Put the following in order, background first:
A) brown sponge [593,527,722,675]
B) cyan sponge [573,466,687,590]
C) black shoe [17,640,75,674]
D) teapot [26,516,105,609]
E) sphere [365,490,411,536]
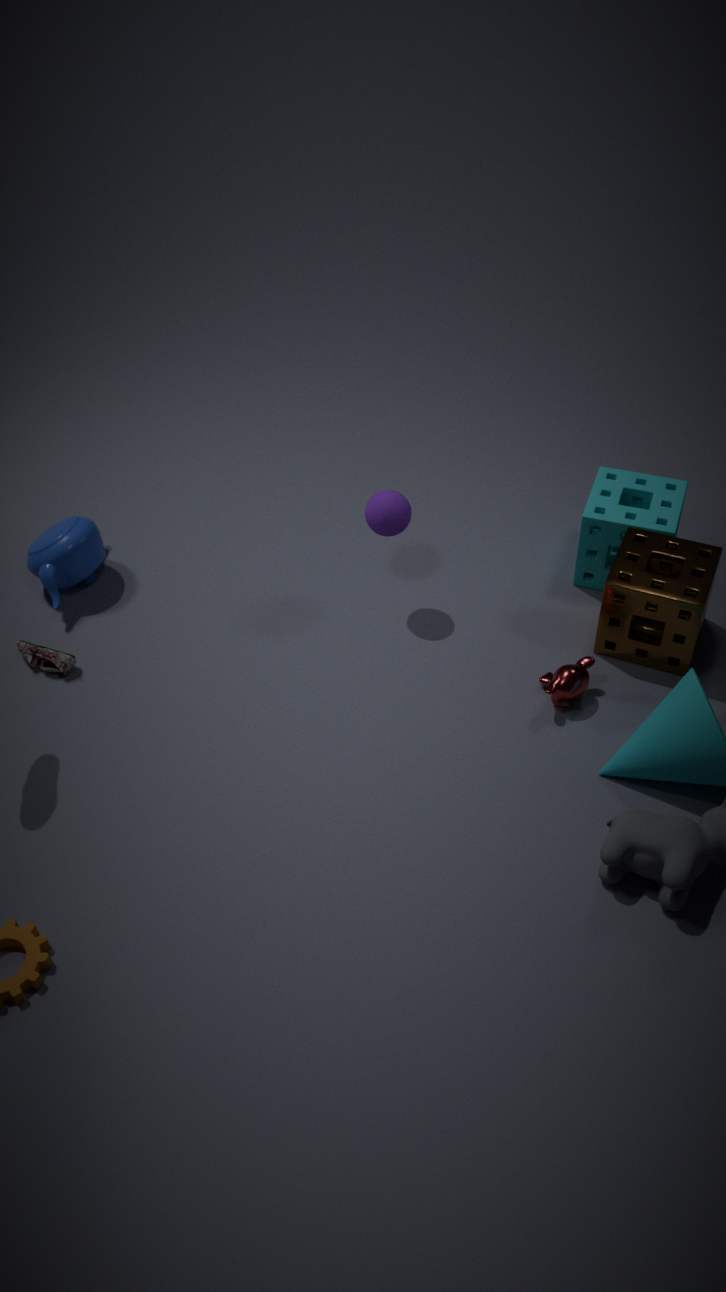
teapot [26,516,105,609] → cyan sponge [573,466,687,590] → black shoe [17,640,75,674] → sphere [365,490,411,536] → brown sponge [593,527,722,675]
